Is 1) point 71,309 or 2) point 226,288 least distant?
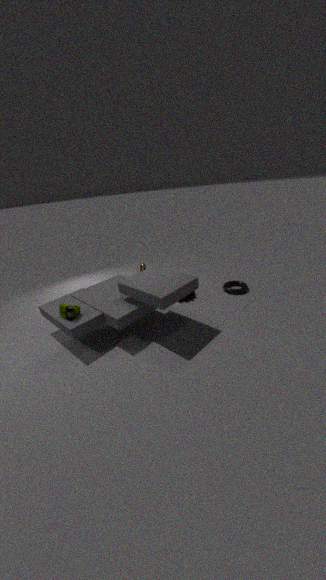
1. point 71,309
